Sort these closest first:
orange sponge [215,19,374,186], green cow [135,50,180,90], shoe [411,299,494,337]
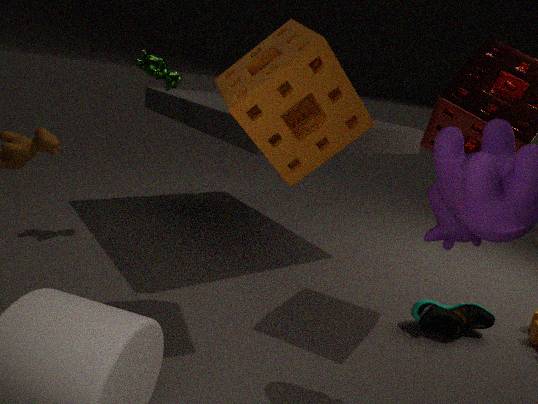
orange sponge [215,19,374,186] → shoe [411,299,494,337] → green cow [135,50,180,90]
